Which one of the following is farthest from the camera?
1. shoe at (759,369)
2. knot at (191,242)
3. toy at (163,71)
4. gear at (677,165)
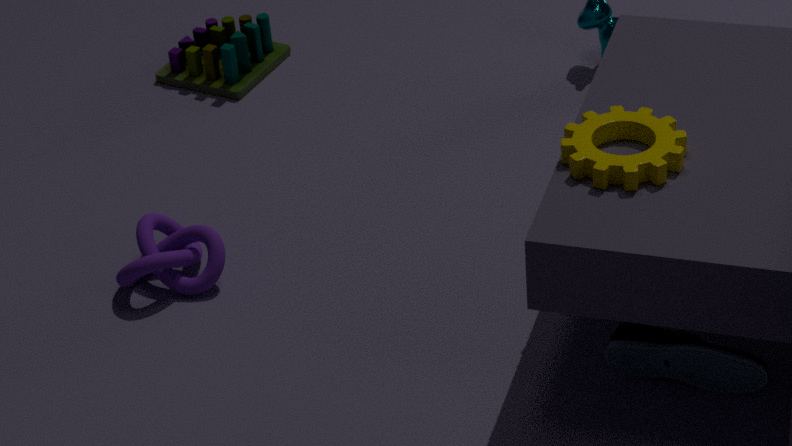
toy at (163,71)
